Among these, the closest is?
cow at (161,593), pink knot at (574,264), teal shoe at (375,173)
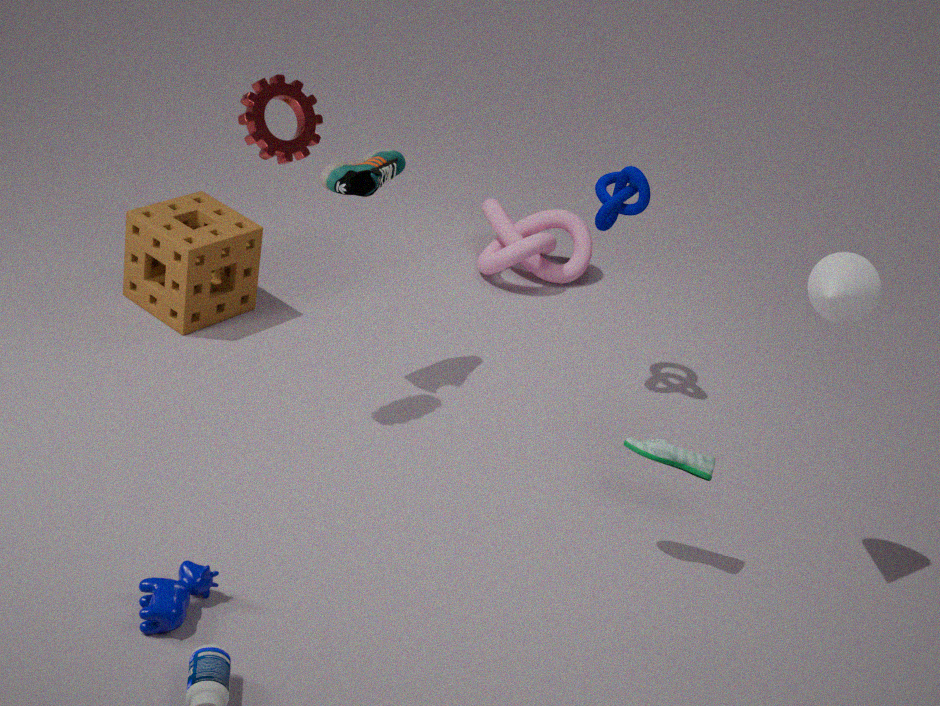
cow at (161,593)
